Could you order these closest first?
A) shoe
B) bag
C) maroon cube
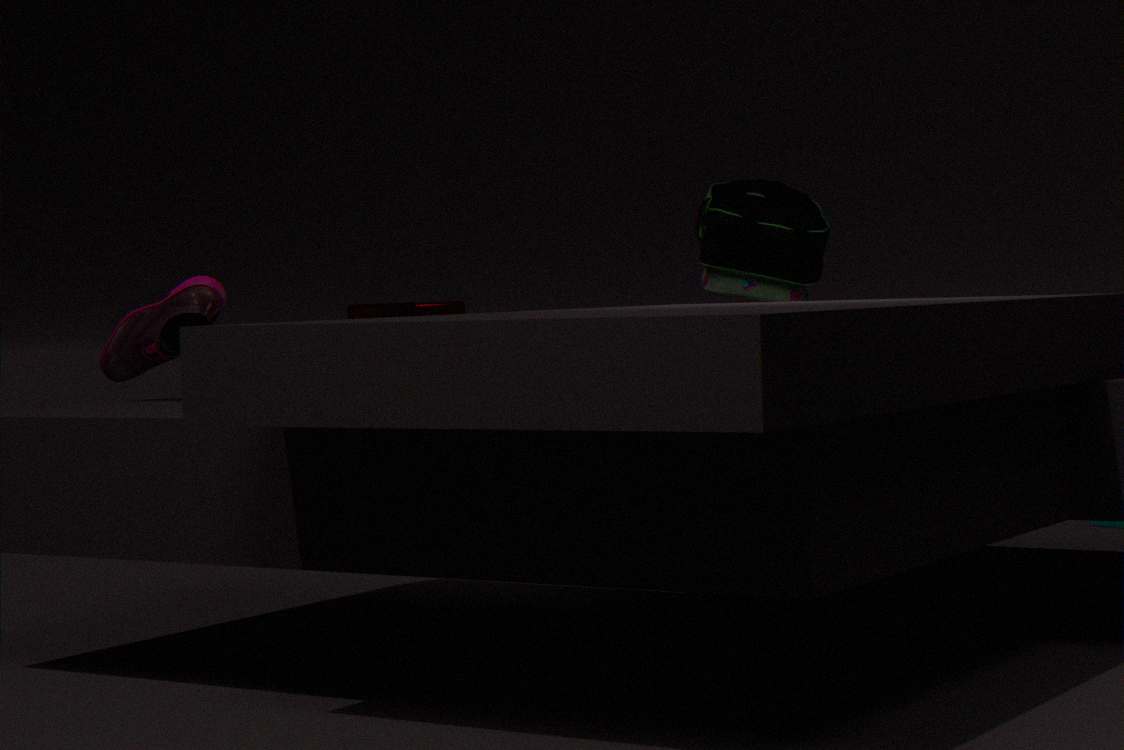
1. shoe
2. maroon cube
3. bag
